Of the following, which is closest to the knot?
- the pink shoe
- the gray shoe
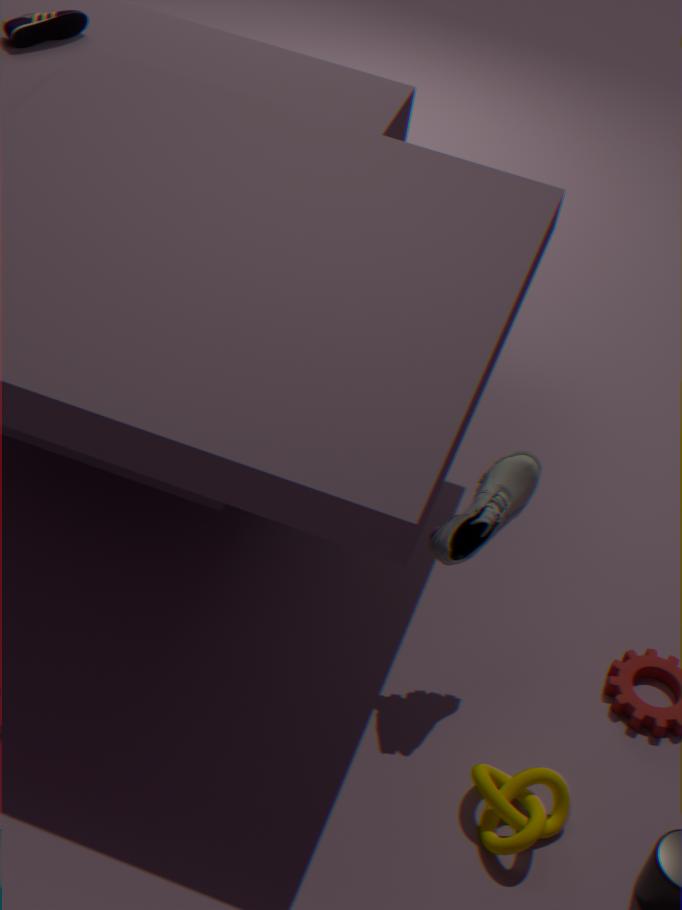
the gray shoe
